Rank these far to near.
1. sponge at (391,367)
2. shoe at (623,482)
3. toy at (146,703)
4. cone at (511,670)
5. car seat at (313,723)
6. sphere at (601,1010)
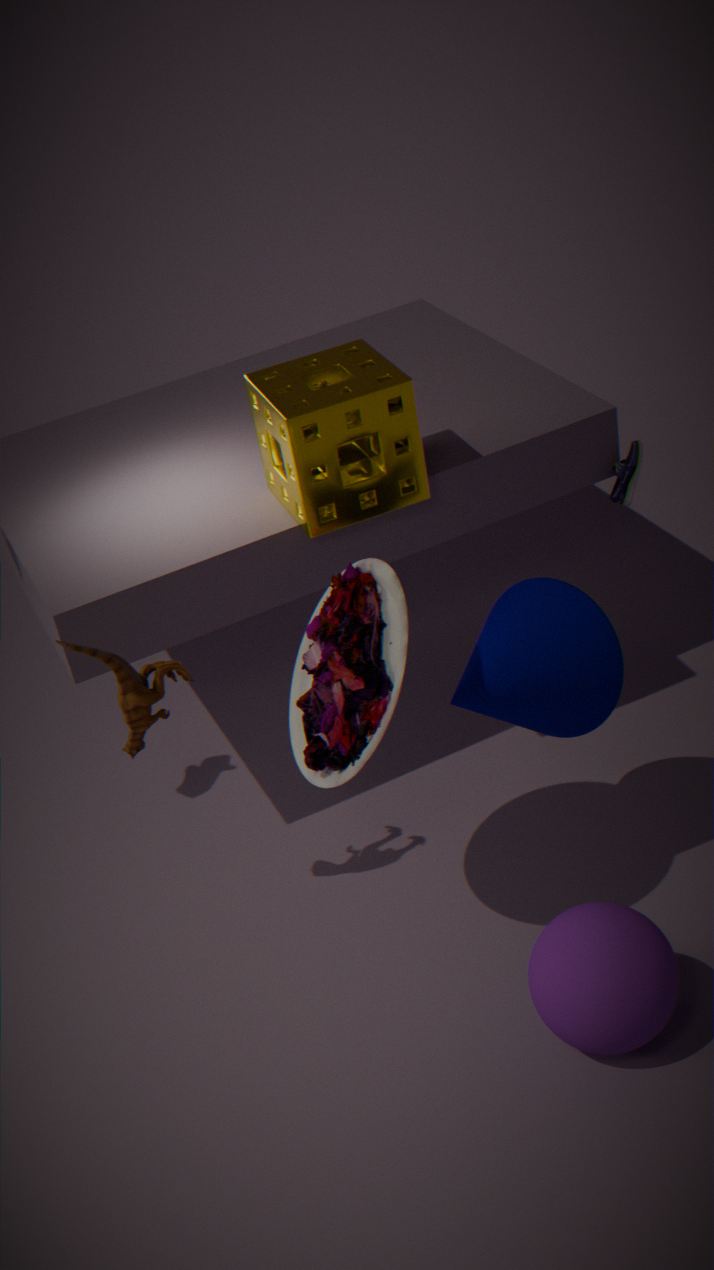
shoe at (623,482) → sponge at (391,367) → cone at (511,670) → toy at (146,703) → car seat at (313,723) → sphere at (601,1010)
